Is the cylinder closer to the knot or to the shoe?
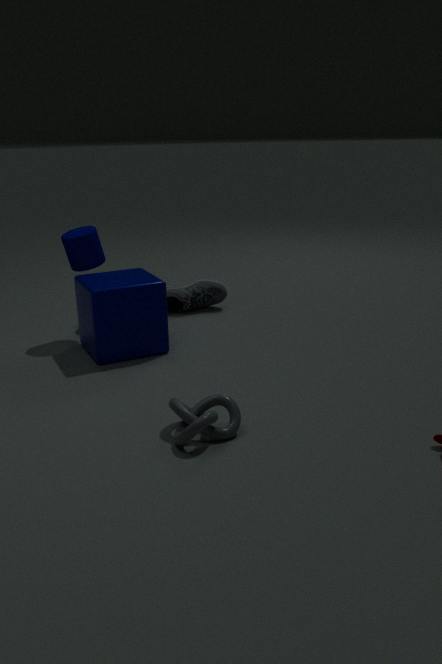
the shoe
